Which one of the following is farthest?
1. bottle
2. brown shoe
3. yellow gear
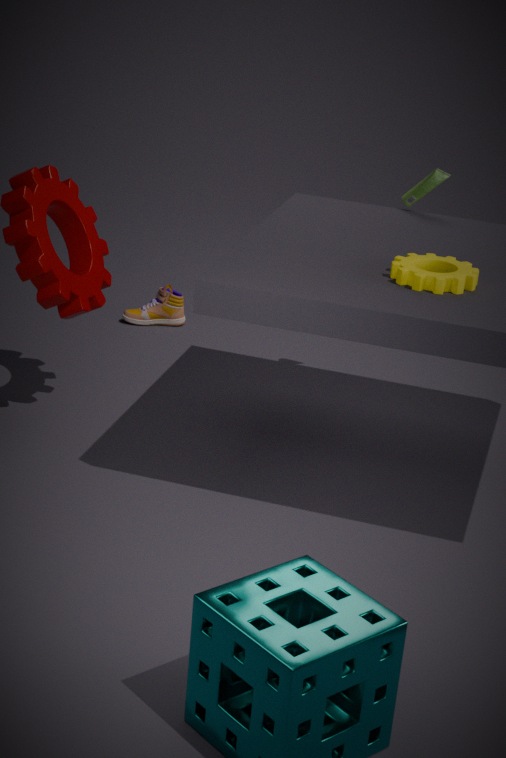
brown shoe
